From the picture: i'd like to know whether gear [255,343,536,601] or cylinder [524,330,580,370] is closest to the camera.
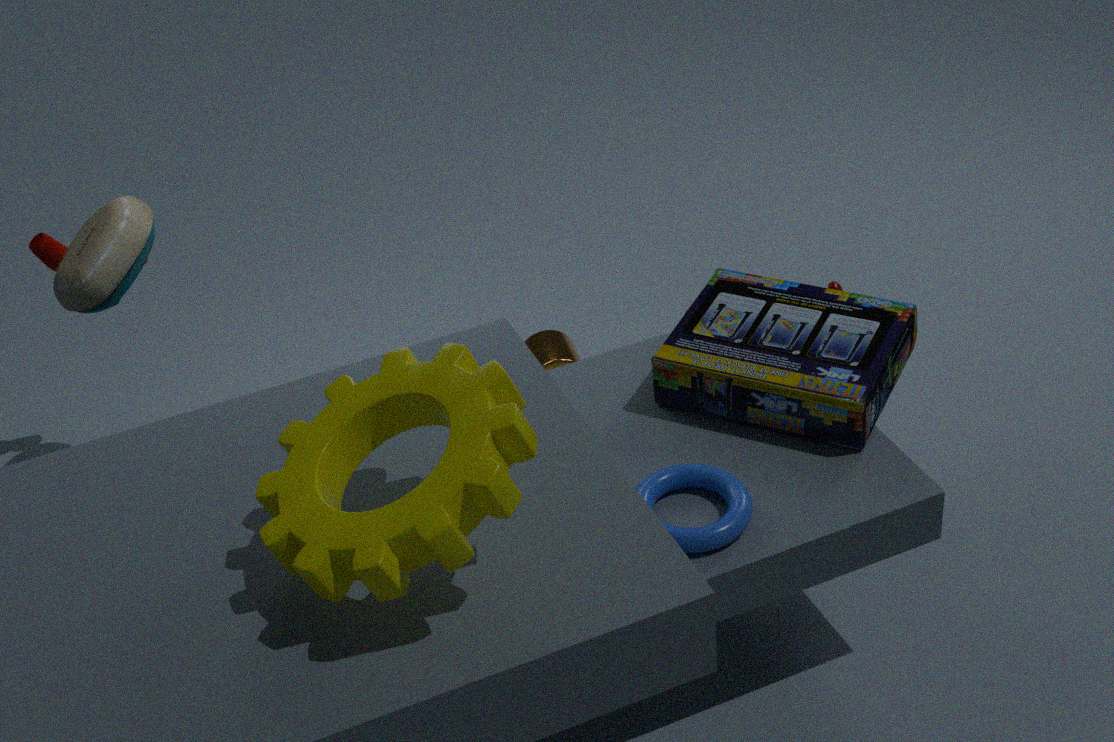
gear [255,343,536,601]
